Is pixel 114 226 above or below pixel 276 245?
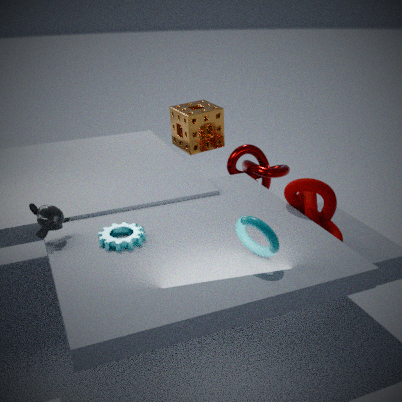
below
